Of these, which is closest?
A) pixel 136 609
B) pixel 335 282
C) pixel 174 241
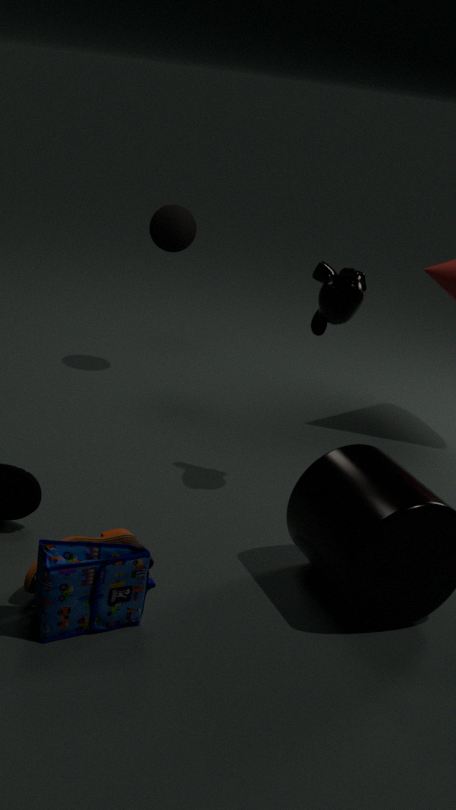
pixel 136 609
